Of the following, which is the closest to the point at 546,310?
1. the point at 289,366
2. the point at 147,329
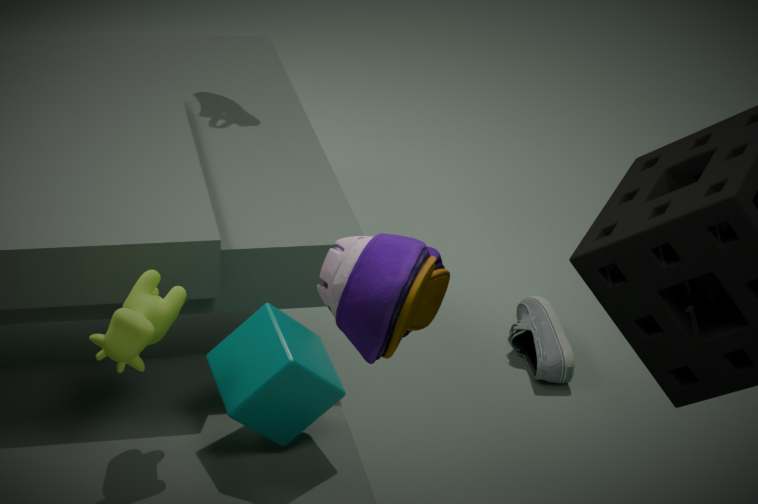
the point at 289,366
